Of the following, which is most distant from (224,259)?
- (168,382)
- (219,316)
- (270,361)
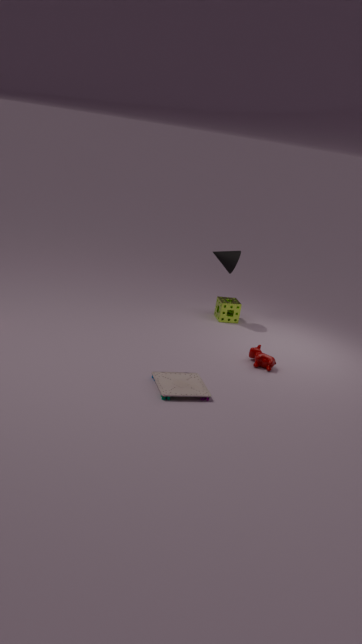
(168,382)
